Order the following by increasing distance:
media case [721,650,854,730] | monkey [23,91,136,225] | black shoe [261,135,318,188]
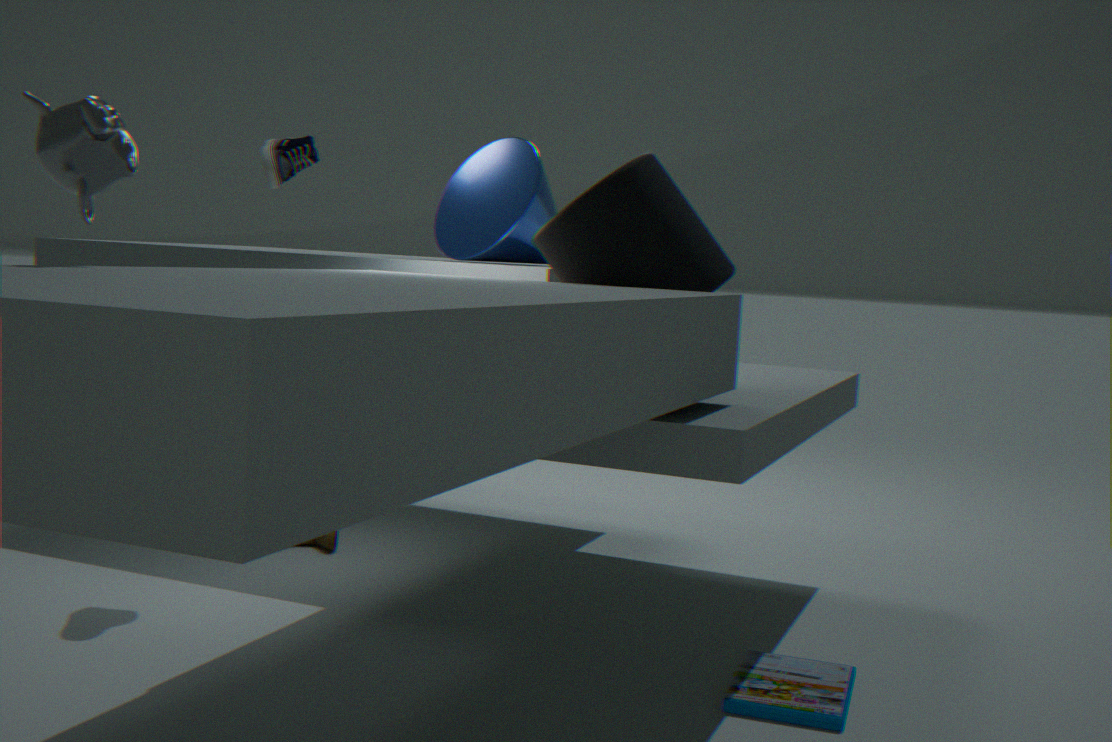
monkey [23,91,136,225] → media case [721,650,854,730] → black shoe [261,135,318,188]
